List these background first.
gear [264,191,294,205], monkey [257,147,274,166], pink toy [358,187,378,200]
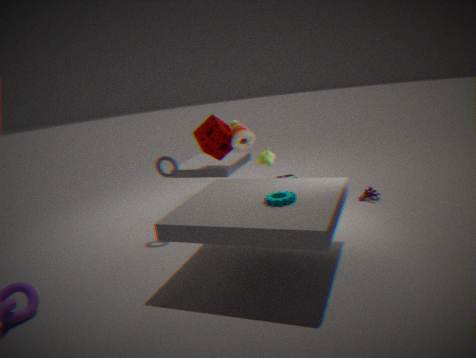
pink toy [358,187,378,200]
monkey [257,147,274,166]
gear [264,191,294,205]
